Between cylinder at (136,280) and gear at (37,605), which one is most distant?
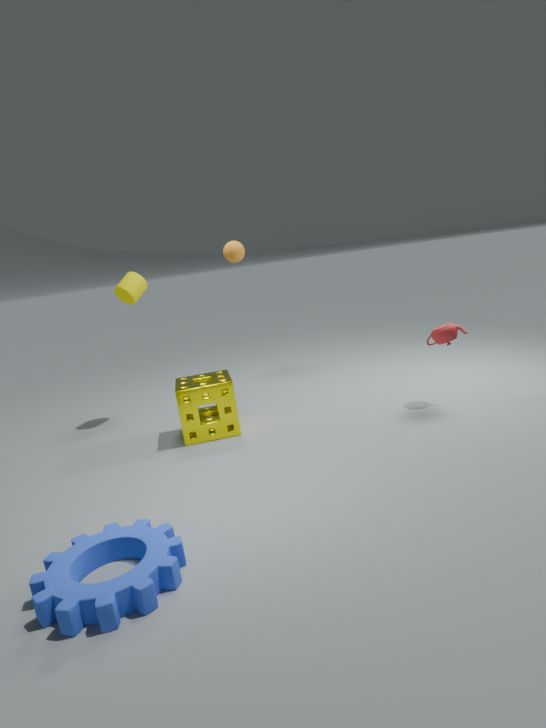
cylinder at (136,280)
